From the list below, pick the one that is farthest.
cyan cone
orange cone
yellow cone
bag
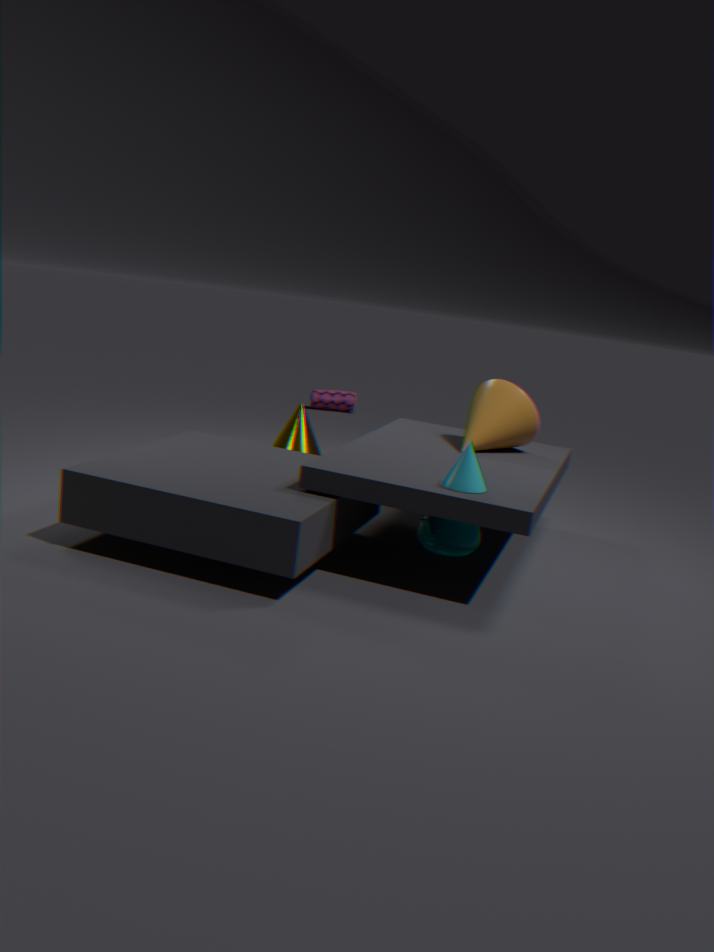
bag
